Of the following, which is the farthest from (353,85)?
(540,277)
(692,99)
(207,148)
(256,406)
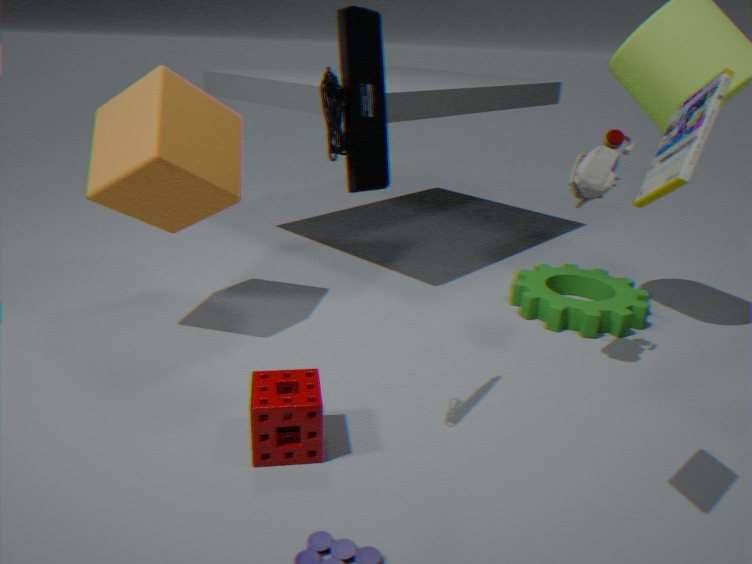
(540,277)
